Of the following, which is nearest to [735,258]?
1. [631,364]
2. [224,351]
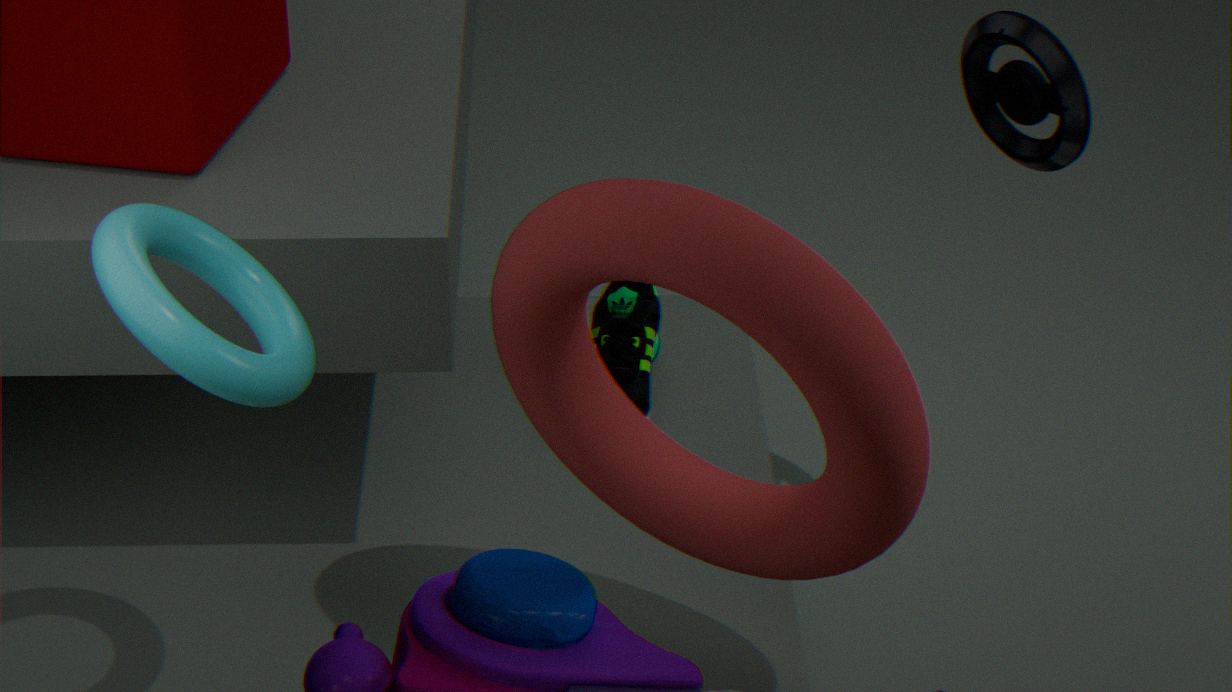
[224,351]
